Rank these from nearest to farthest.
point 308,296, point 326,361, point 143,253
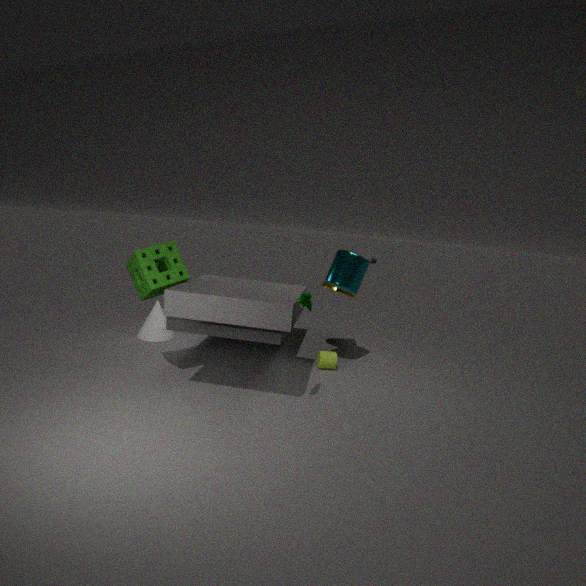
1. point 308,296
2. point 143,253
3. point 326,361
